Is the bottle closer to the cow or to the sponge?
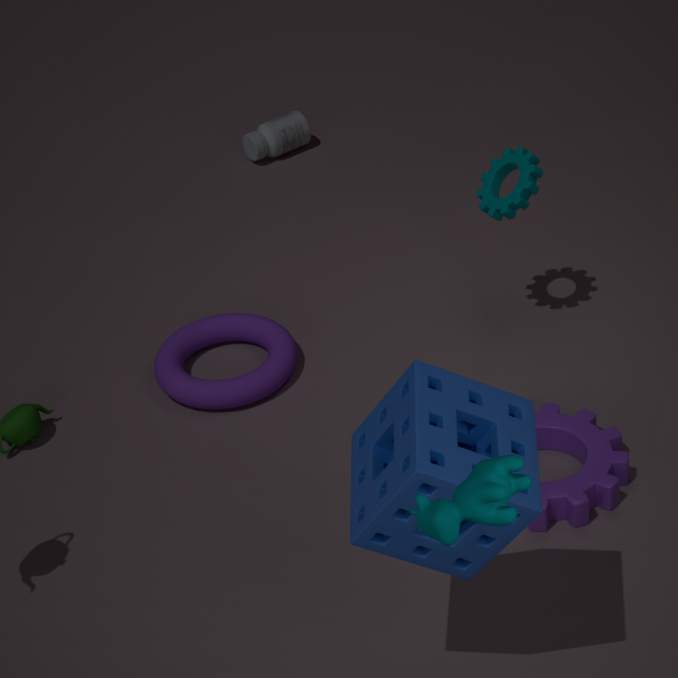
the sponge
